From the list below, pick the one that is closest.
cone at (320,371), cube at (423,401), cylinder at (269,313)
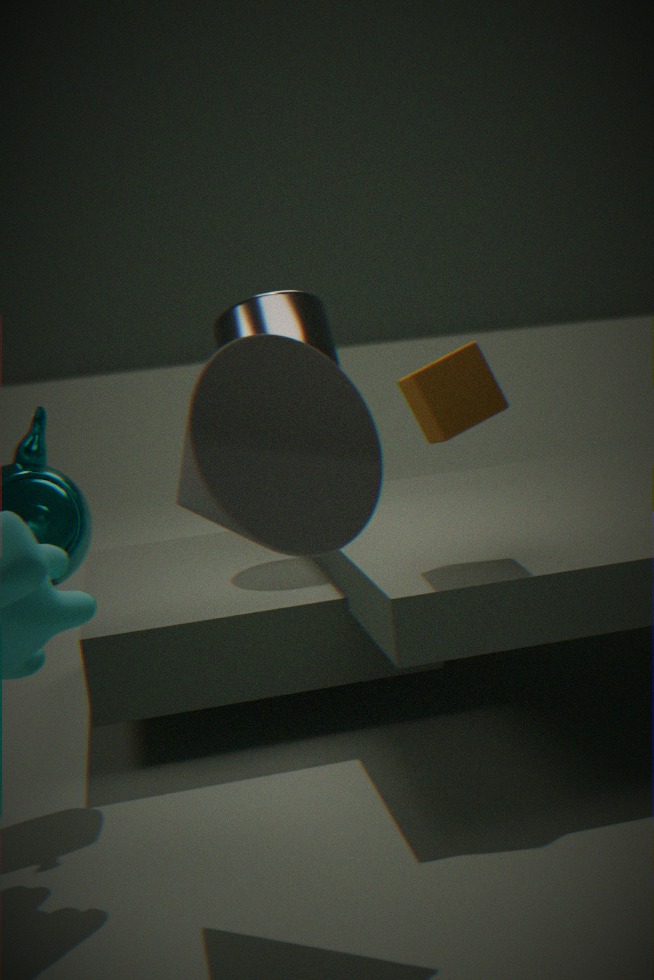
cone at (320,371)
